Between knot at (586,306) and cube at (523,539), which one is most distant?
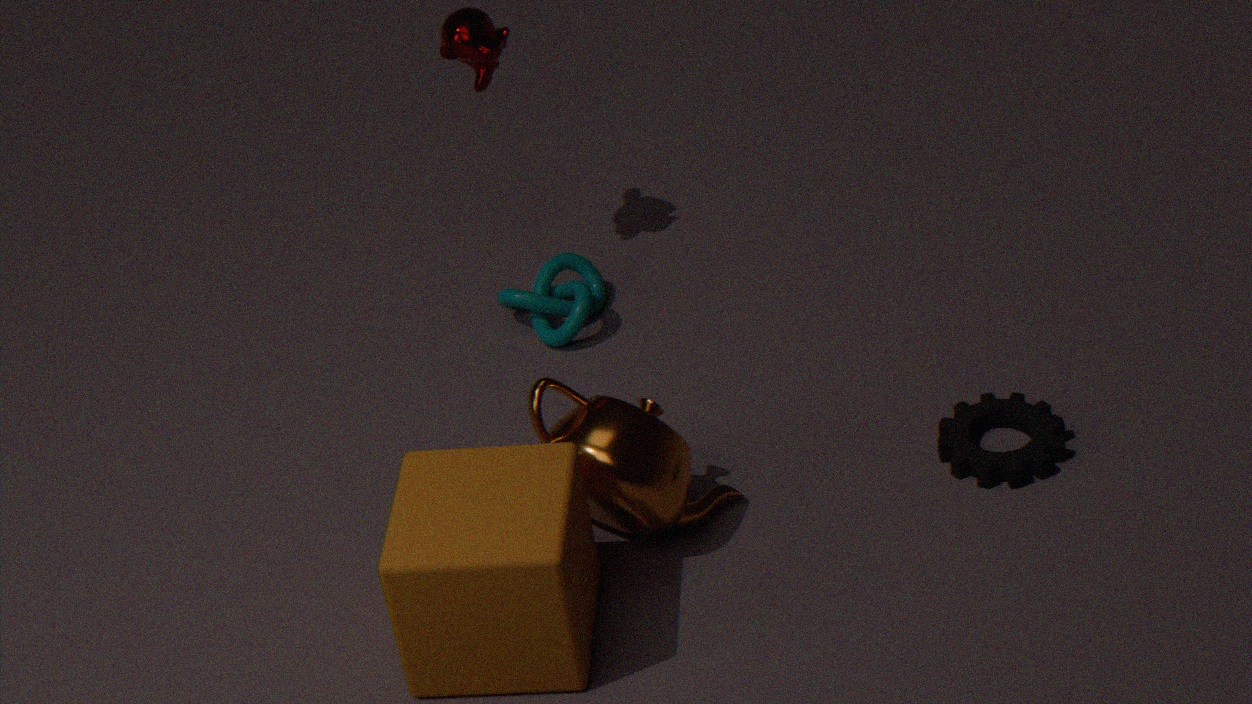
knot at (586,306)
